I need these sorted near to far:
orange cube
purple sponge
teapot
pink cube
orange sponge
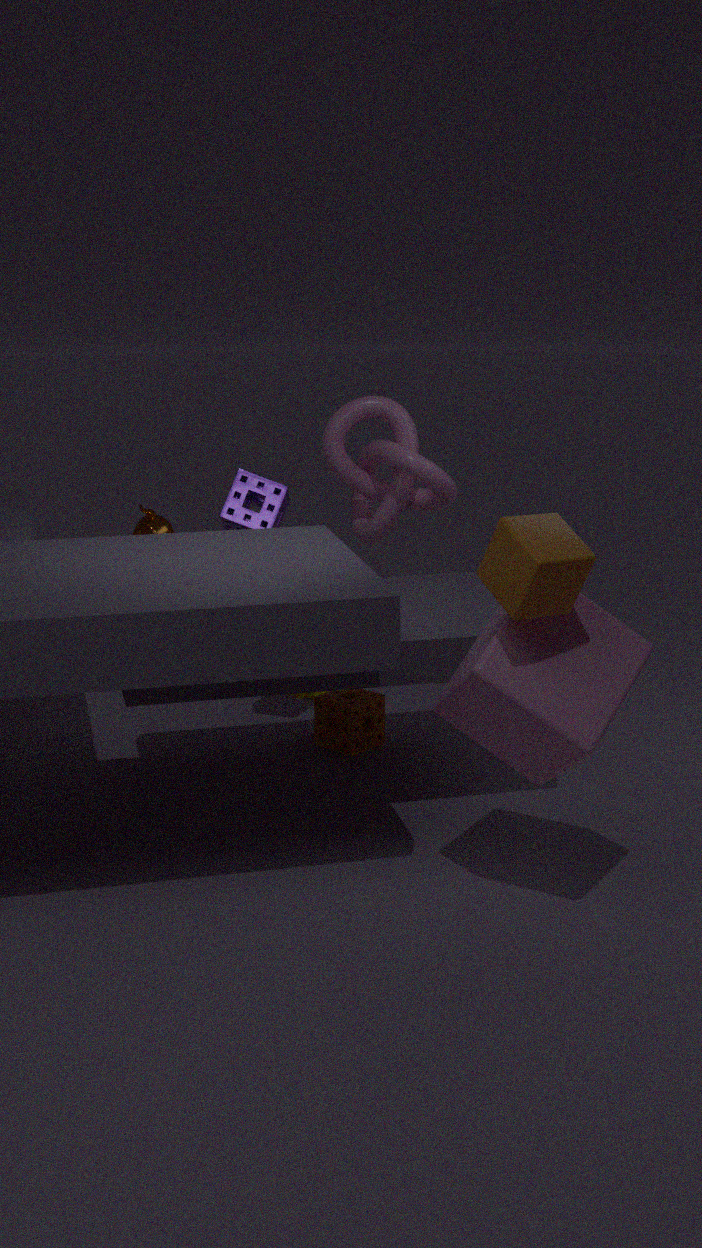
orange cube < pink cube < purple sponge < orange sponge < teapot
